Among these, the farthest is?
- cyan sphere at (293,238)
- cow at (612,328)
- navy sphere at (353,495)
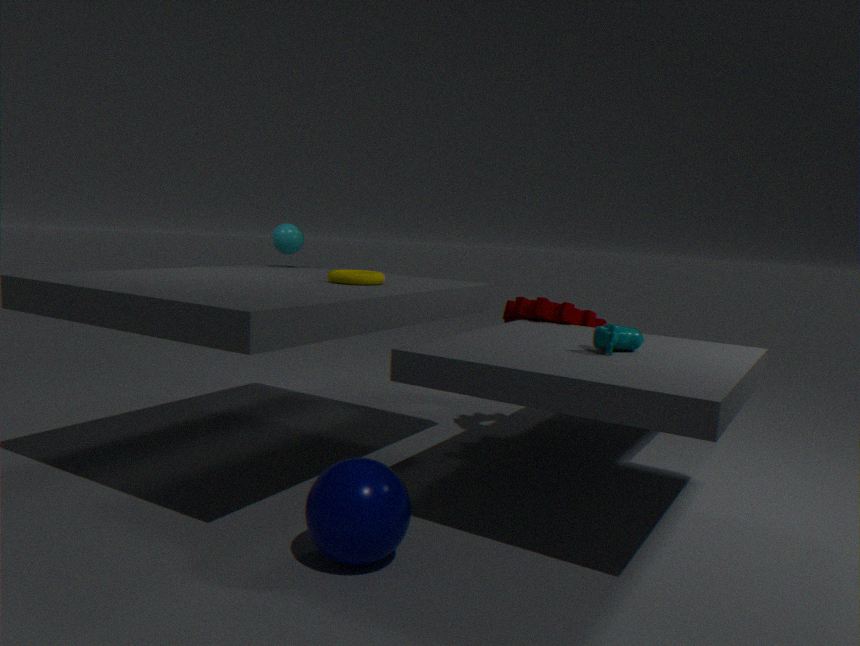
cyan sphere at (293,238)
